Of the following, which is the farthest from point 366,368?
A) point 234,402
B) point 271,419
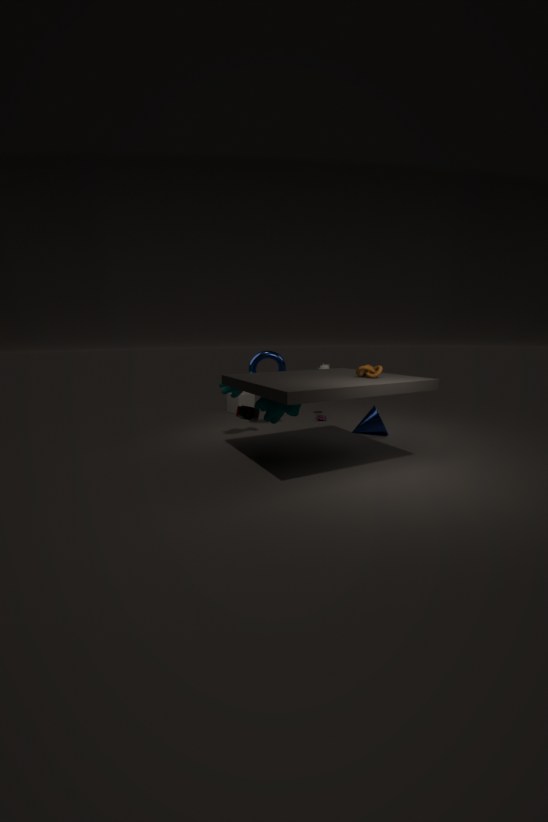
point 234,402
